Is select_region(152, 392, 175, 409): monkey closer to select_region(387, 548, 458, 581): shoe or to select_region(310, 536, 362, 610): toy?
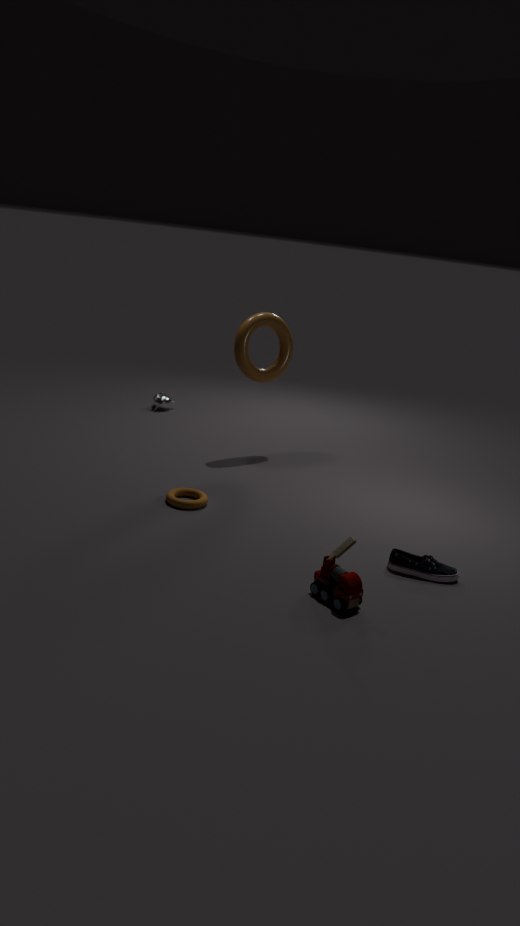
select_region(387, 548, 458, 581): shoe
